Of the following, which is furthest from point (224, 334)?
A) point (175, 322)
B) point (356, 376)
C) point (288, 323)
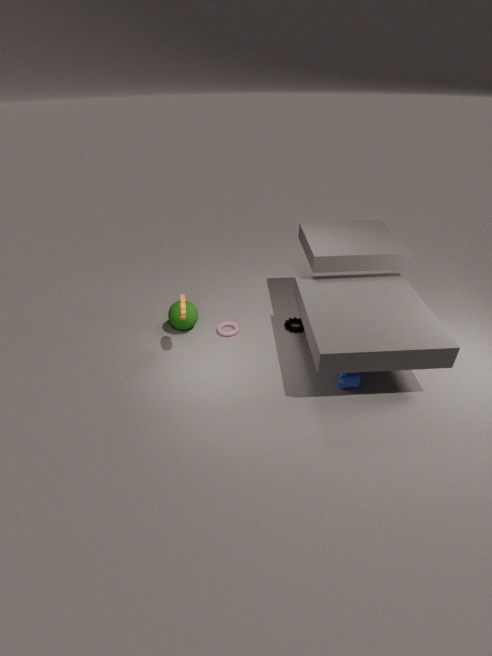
point (356, 376)
